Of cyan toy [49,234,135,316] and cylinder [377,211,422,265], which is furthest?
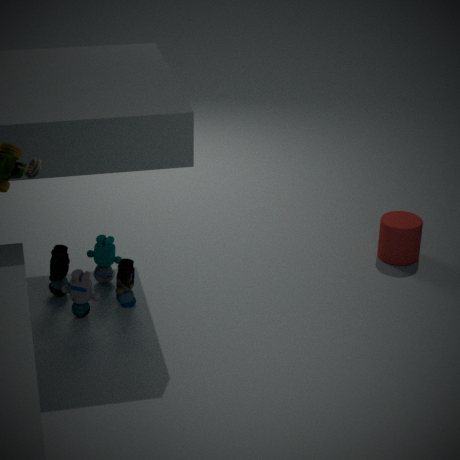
cylinder [377,211,422,265]
